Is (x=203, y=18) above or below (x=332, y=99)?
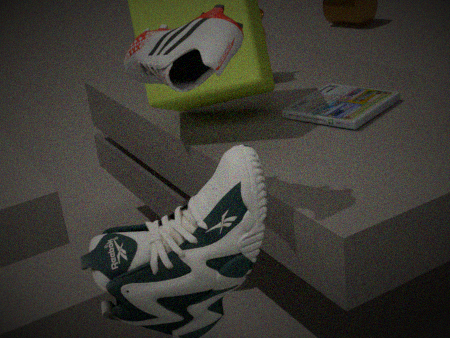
above
